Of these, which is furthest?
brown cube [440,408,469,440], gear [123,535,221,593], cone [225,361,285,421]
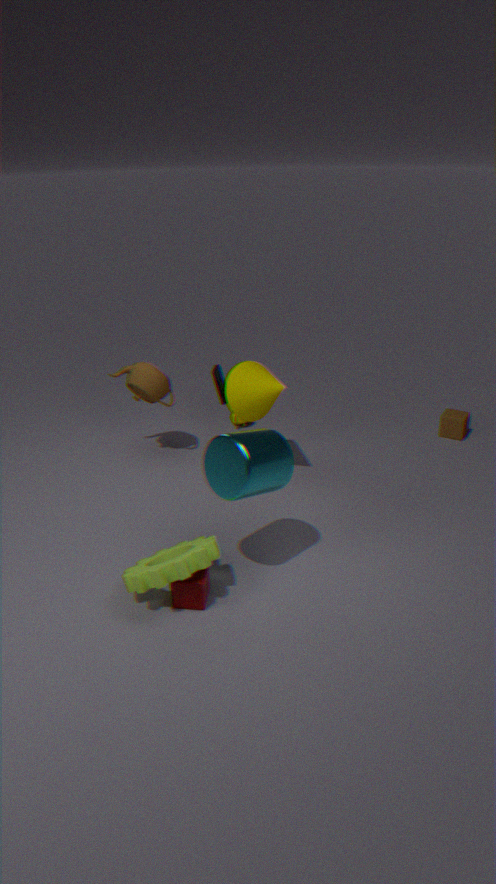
brown cube [440,408,469,440]
